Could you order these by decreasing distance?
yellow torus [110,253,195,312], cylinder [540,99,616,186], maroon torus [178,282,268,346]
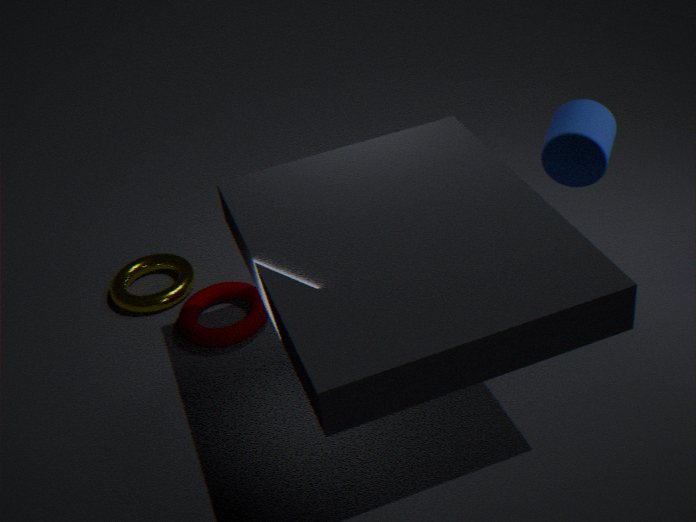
yellow torus [110,253,195,312]
maroon torus [178,282,268,346]
cylinder [540,99,616,186]
